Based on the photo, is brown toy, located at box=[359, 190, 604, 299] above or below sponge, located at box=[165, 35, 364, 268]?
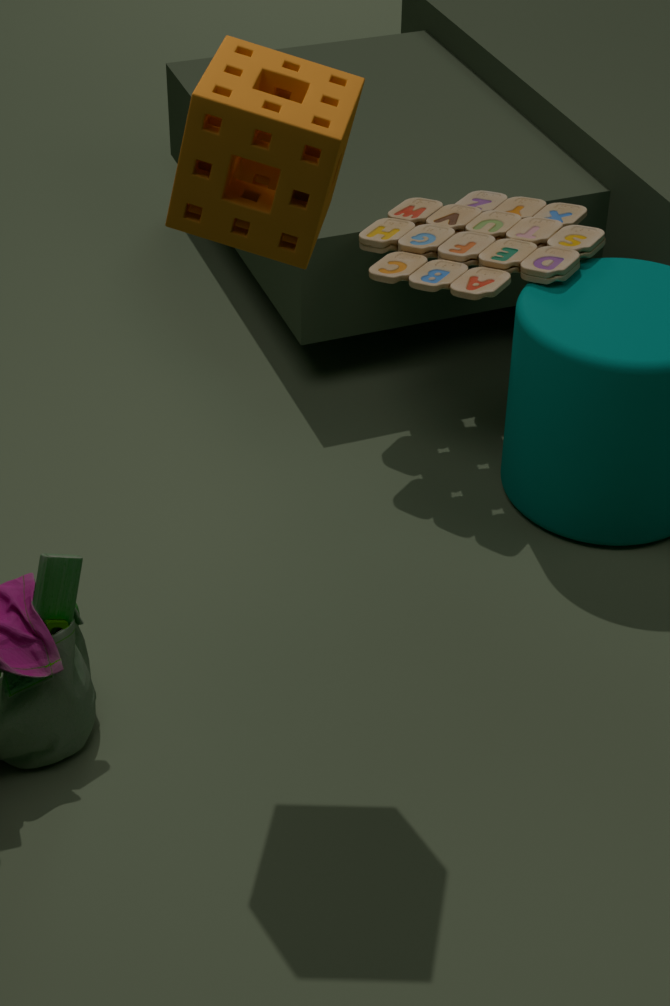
below
